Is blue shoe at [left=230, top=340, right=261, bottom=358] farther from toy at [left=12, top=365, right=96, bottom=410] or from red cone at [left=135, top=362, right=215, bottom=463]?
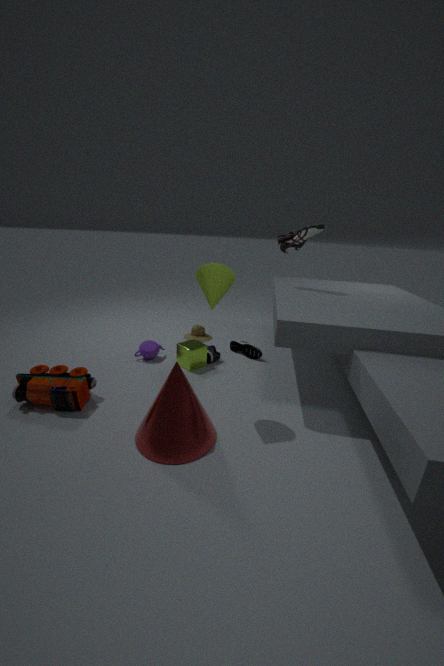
toy at [left=12, top=365, right=96, bottom=410]
